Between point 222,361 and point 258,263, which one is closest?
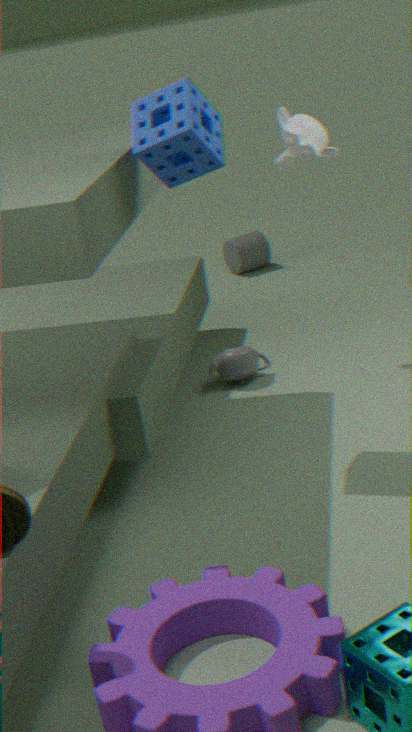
point 222,361
